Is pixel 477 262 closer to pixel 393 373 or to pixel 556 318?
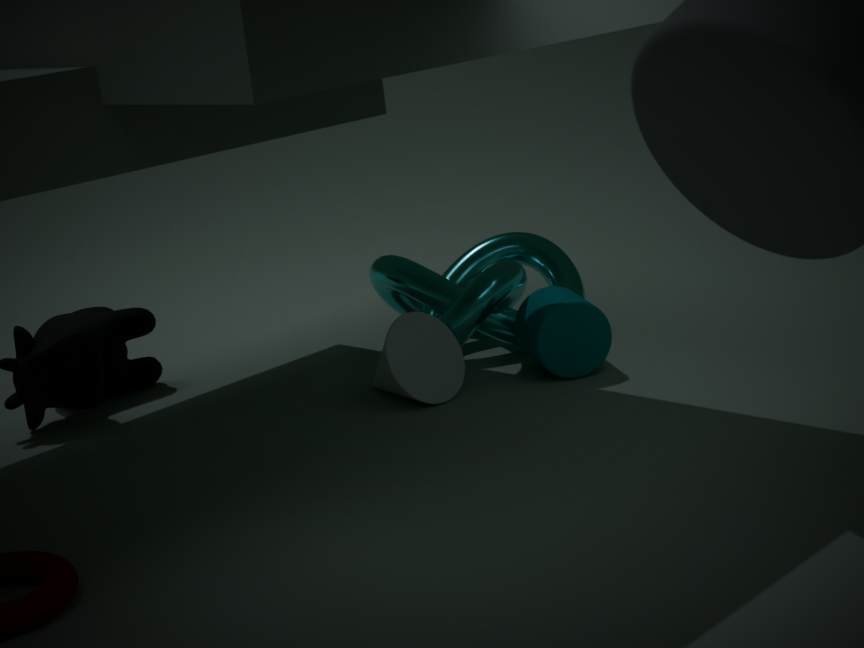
pixel 556 318
